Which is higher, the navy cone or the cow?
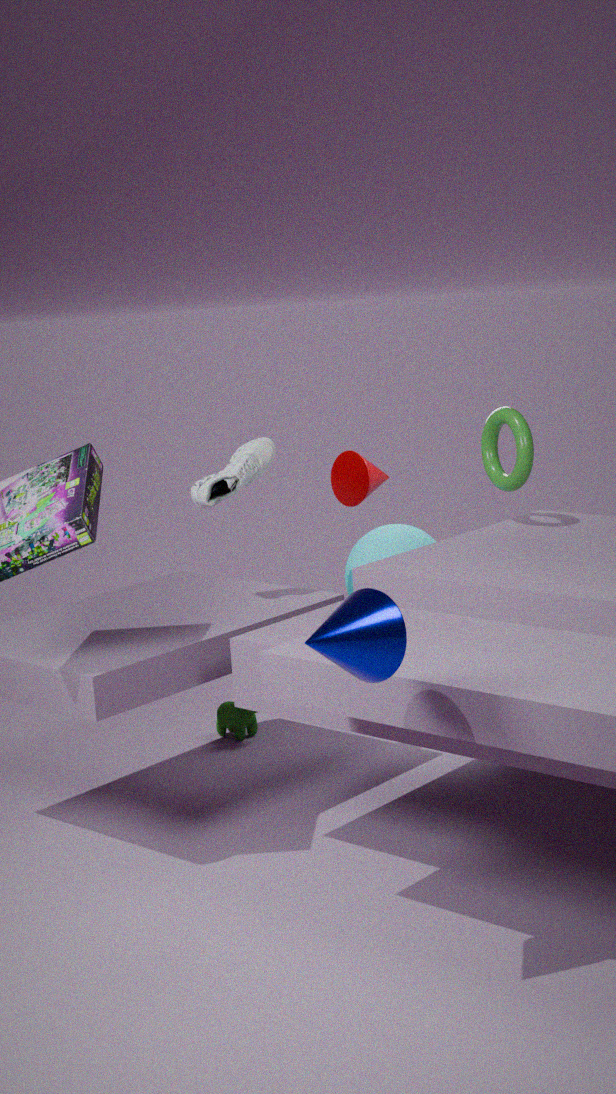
the navy cone
